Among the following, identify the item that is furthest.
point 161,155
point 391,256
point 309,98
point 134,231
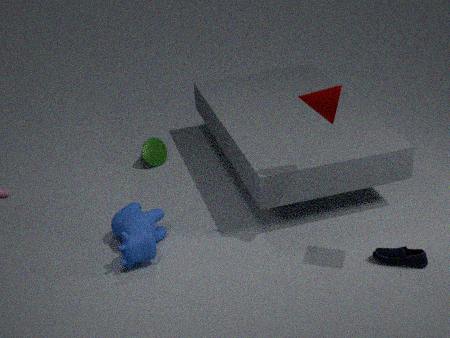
point 161,155
